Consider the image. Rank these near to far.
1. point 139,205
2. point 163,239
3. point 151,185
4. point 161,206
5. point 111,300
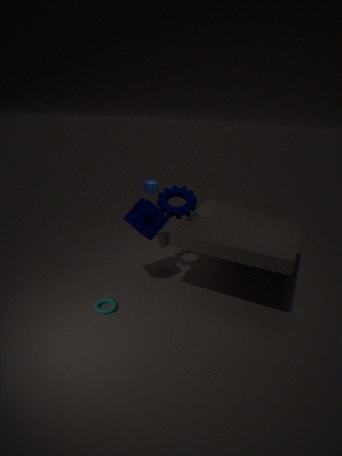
point 111,300 < point 139,205 < point 161,206 < point 163,239 < point 151,185
